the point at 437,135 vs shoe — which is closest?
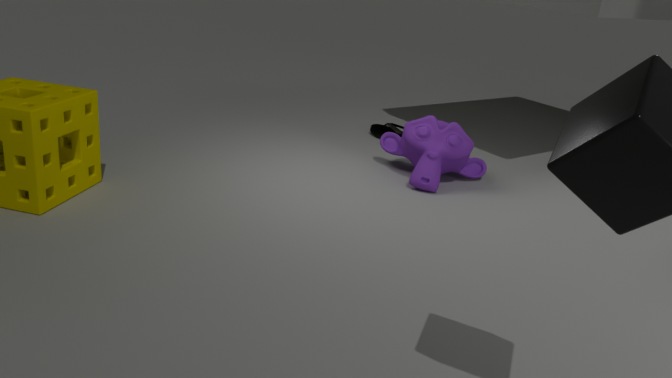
shoe
